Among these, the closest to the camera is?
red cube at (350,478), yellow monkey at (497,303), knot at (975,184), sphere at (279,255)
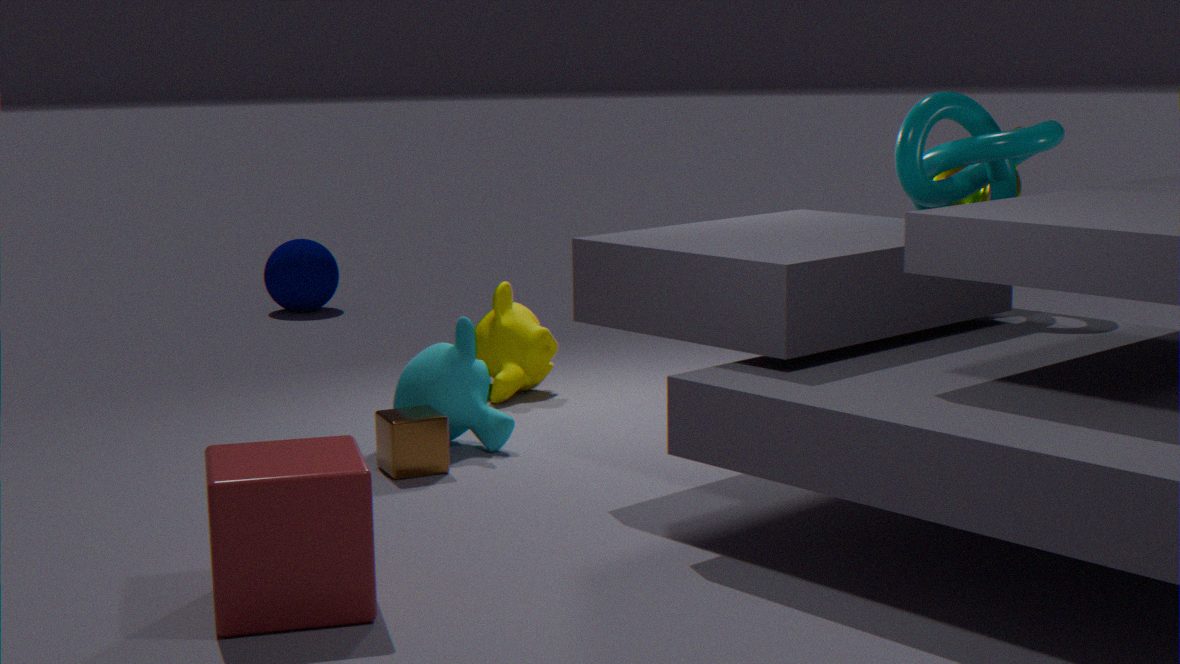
red cube at (350,478)
